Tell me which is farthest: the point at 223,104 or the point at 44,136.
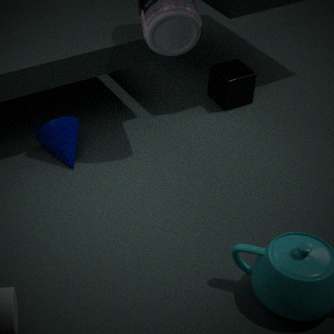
the point at 223,104
